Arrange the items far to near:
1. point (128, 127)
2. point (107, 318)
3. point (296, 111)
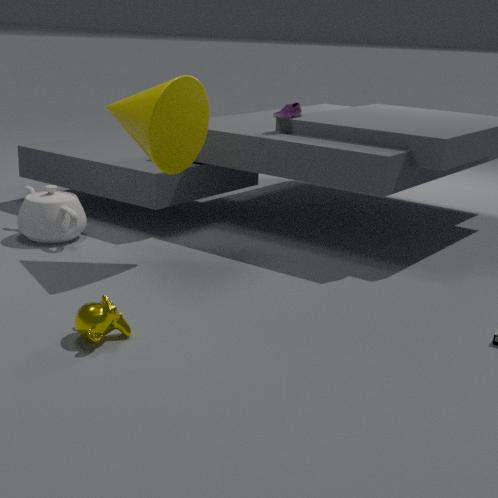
point (296, 111)
point (128, 127)
point (107, 318)
